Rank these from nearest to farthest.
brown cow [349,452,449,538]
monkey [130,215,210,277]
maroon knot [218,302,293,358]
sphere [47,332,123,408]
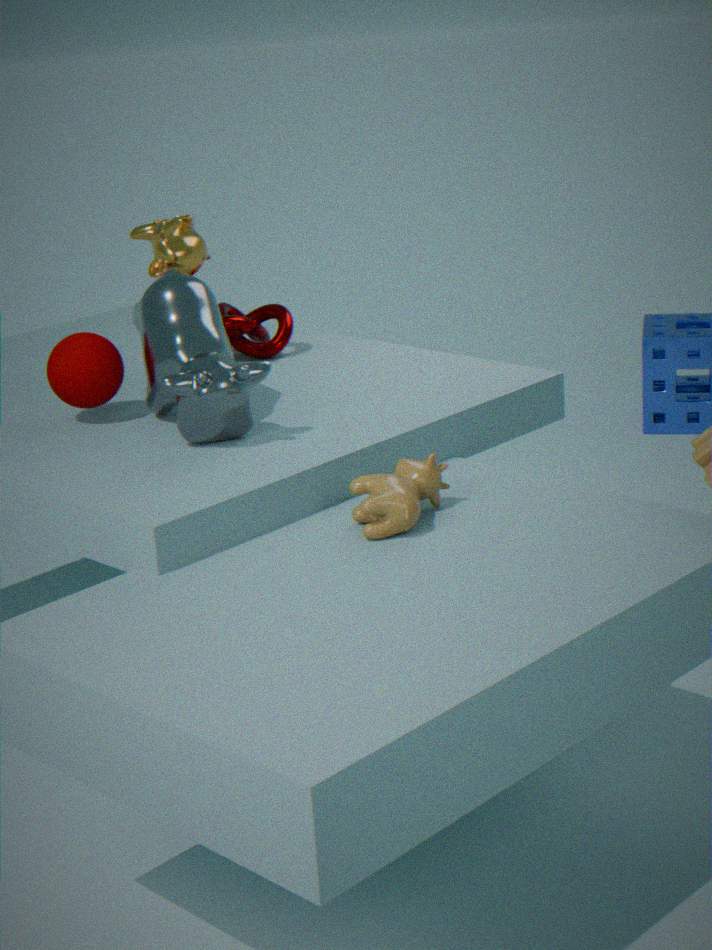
brown cow [349,452,449,538] → sphere [47,332,123,408] → monkey [130,215,210,277] → maroon knot [218,302,293,358]
